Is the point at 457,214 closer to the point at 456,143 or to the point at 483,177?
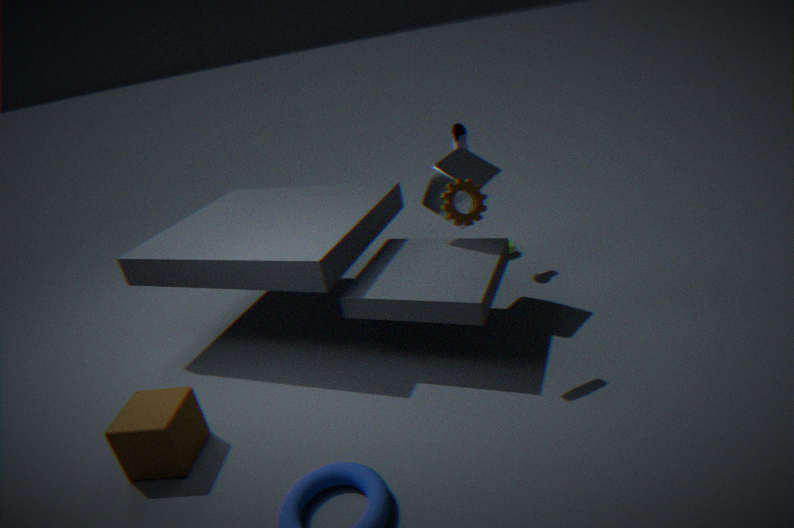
the point at 483,177
